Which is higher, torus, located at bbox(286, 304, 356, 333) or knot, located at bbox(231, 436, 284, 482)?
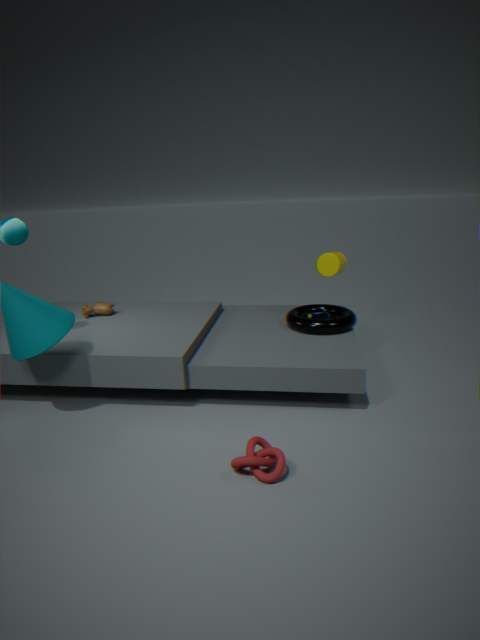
torus, located at bbox(286, 304, 356, 333)
